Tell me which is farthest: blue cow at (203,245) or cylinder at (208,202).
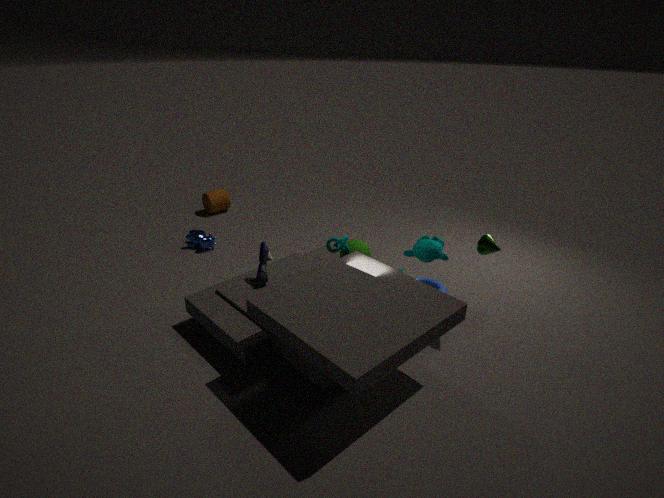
cylinder at (208,202)
